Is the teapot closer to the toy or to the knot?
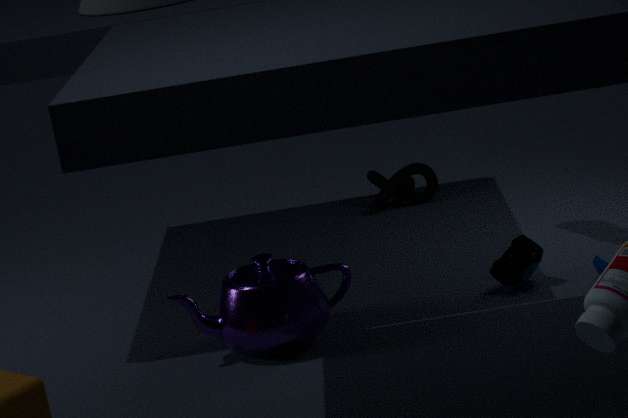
the toy
